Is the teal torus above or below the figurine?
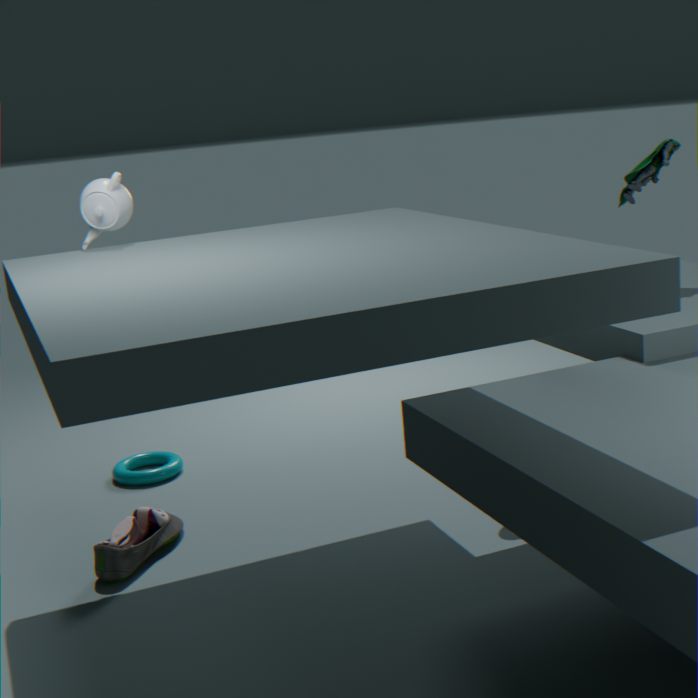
below
